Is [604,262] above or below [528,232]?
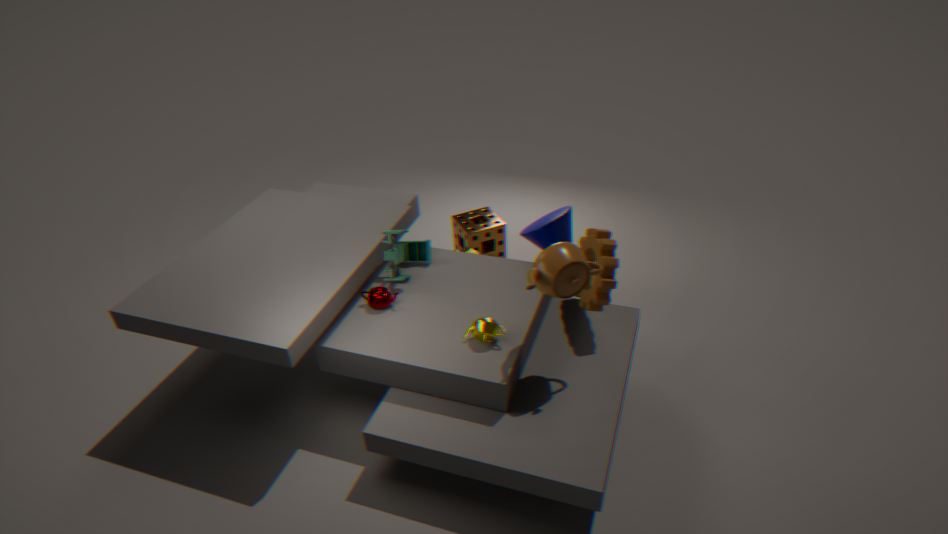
above
